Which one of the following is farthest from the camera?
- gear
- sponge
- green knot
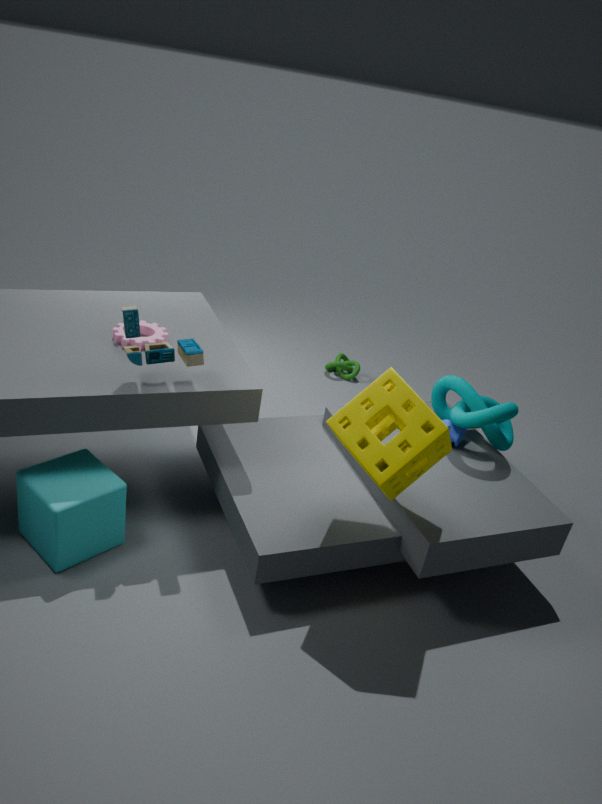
green knot
